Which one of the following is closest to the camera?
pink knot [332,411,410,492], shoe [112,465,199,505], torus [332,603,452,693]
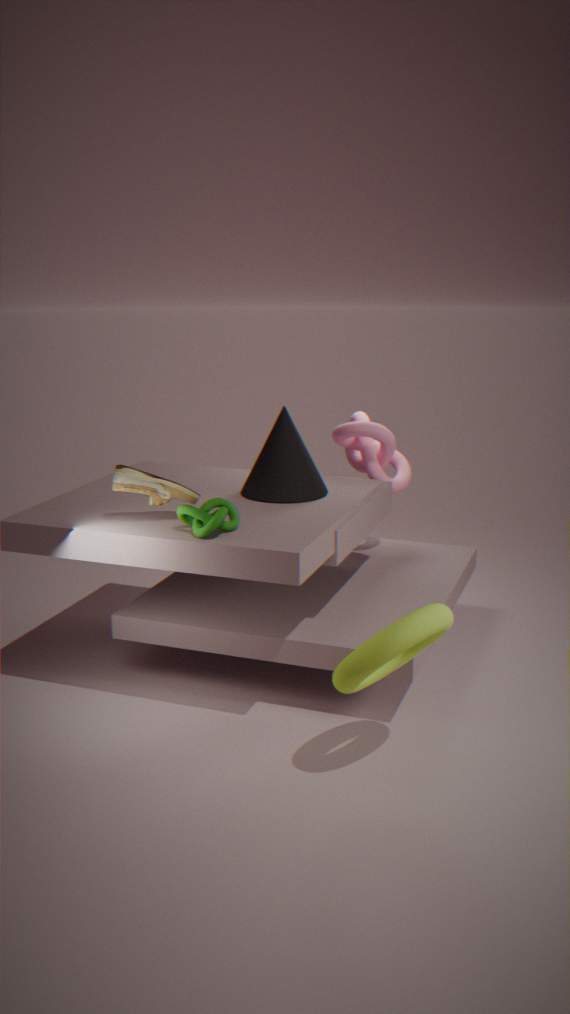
torus [332,603,452,693]
